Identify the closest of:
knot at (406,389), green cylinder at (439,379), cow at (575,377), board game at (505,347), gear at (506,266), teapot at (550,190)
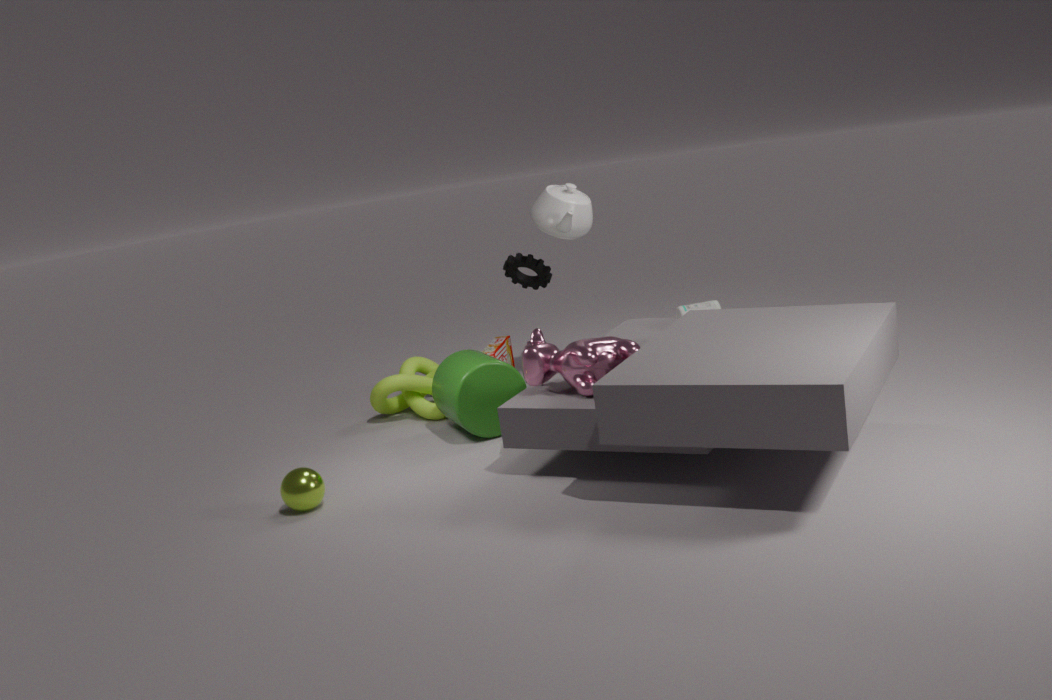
cow at (575,377)
